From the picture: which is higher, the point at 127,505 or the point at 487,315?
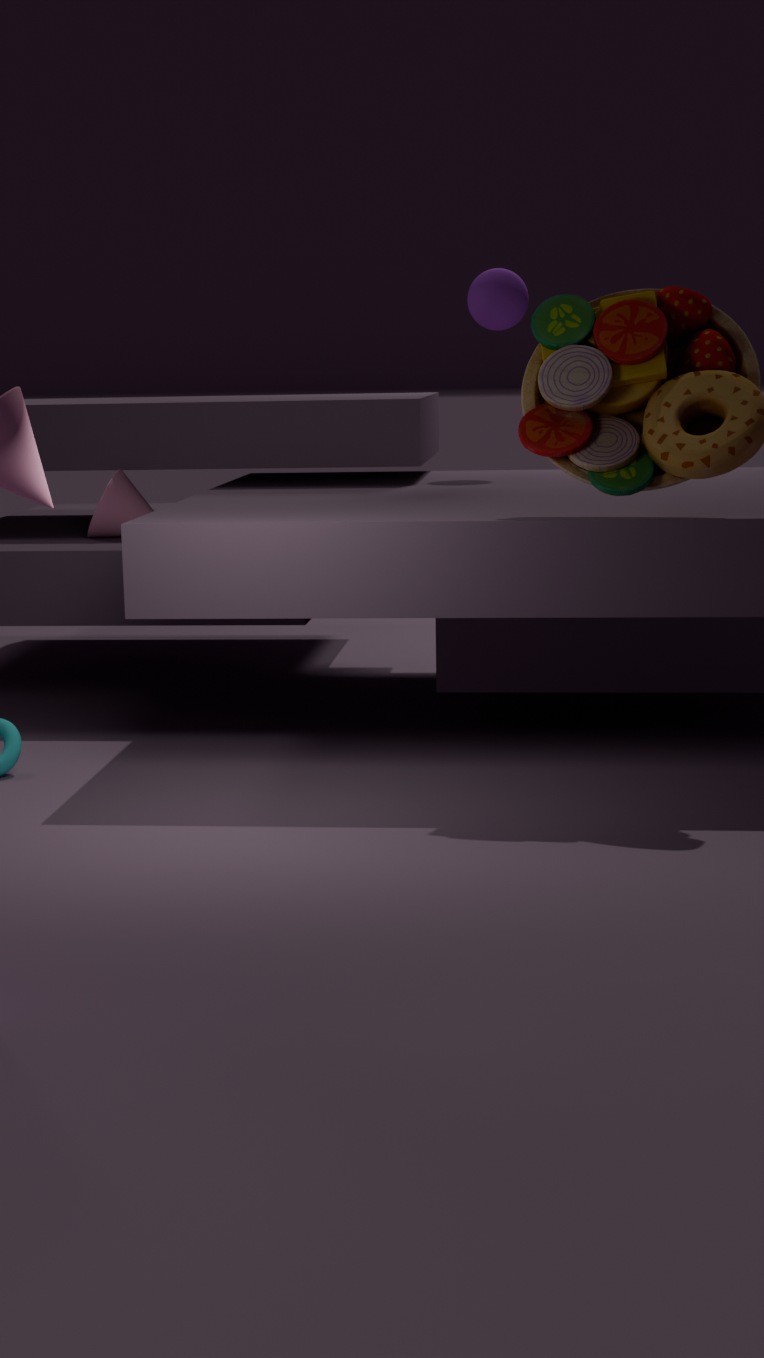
the point at 487,315
